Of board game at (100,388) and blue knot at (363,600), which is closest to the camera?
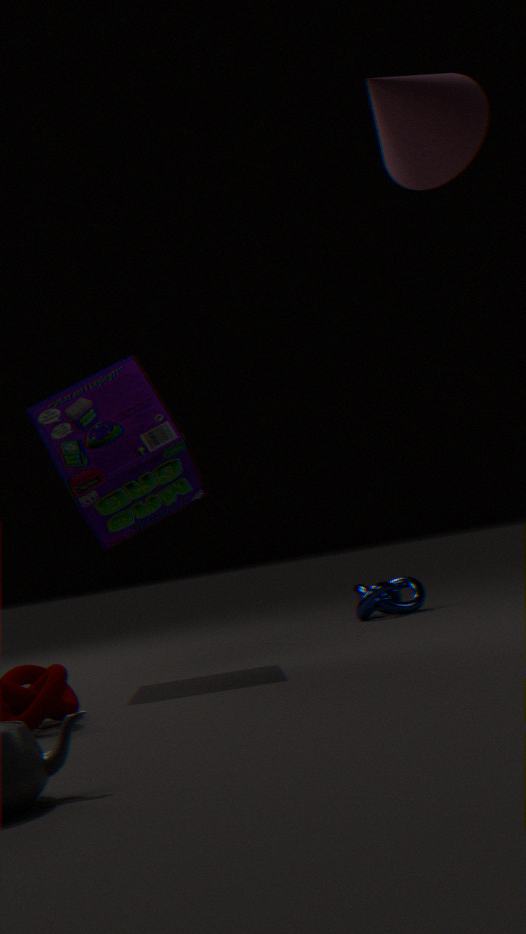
board game at (100,388)
